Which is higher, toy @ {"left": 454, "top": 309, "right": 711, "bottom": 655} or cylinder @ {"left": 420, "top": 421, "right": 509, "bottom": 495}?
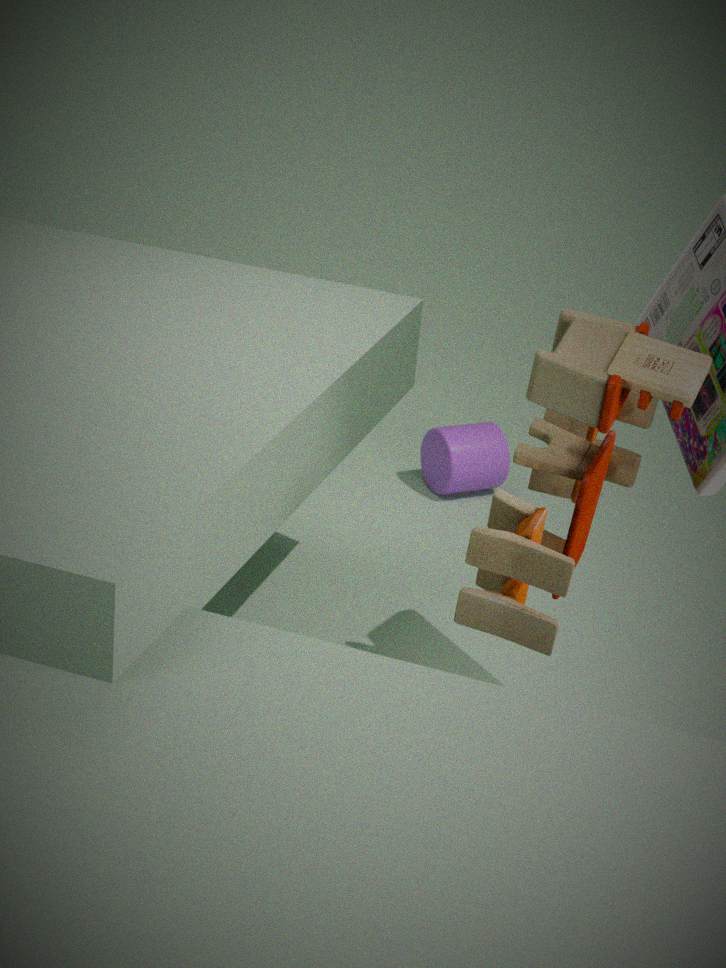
toy @ {"left": 454, "top": 309, "right": 711, "bottom": 655}
